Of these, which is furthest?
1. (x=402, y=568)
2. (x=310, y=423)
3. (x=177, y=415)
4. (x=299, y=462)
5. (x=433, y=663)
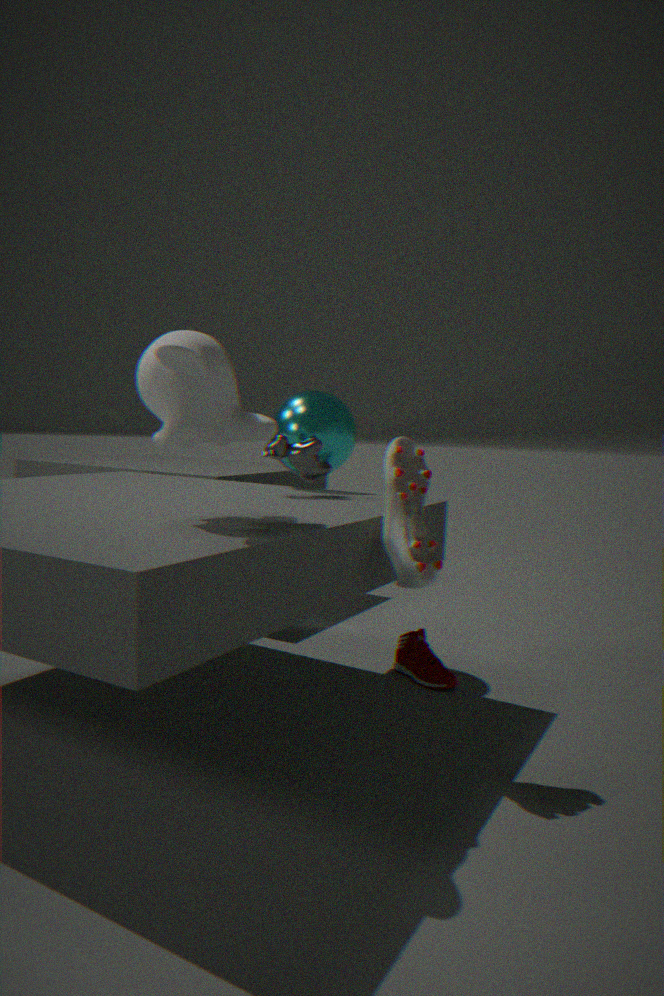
(x=433, y=663)
